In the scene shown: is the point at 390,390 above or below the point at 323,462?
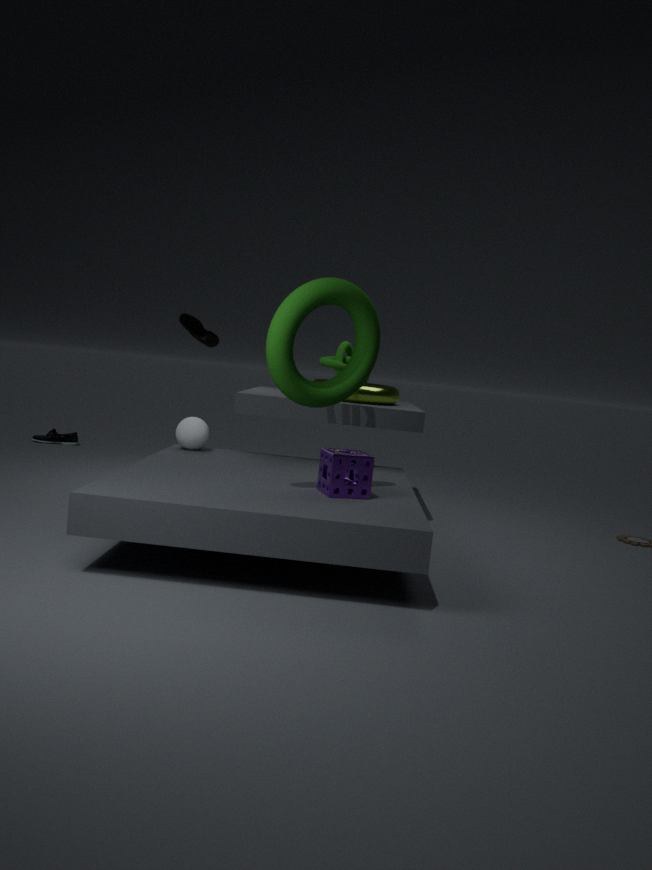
above
